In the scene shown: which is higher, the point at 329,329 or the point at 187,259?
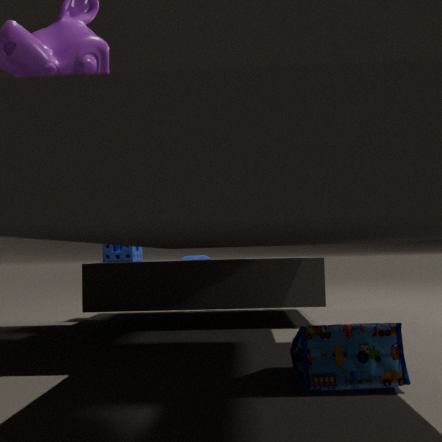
the point at 187,259
